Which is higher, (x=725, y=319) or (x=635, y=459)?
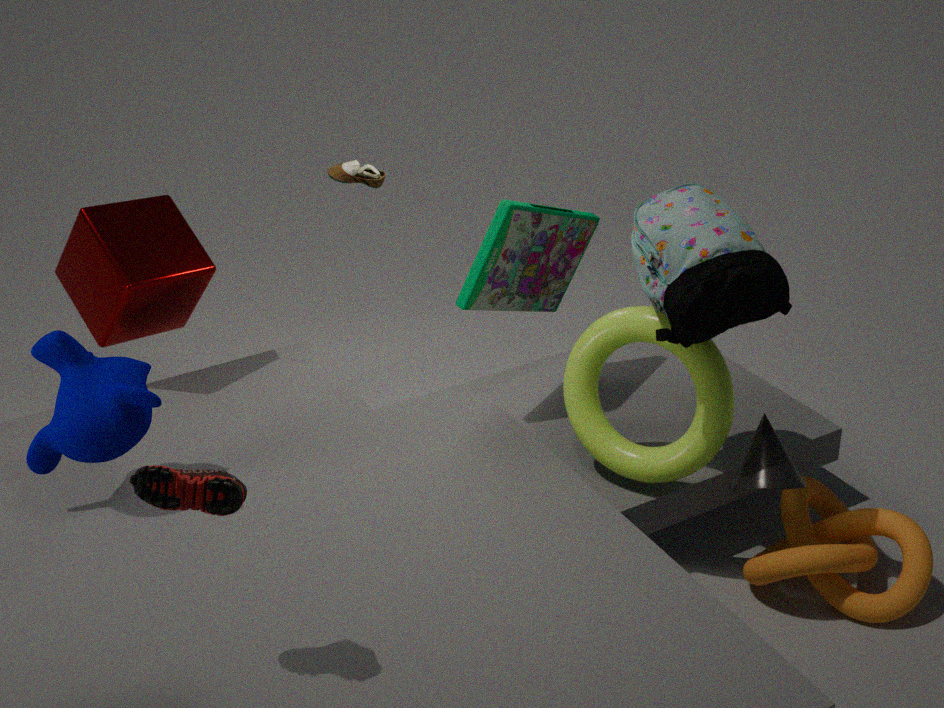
(x=725, y=319)
